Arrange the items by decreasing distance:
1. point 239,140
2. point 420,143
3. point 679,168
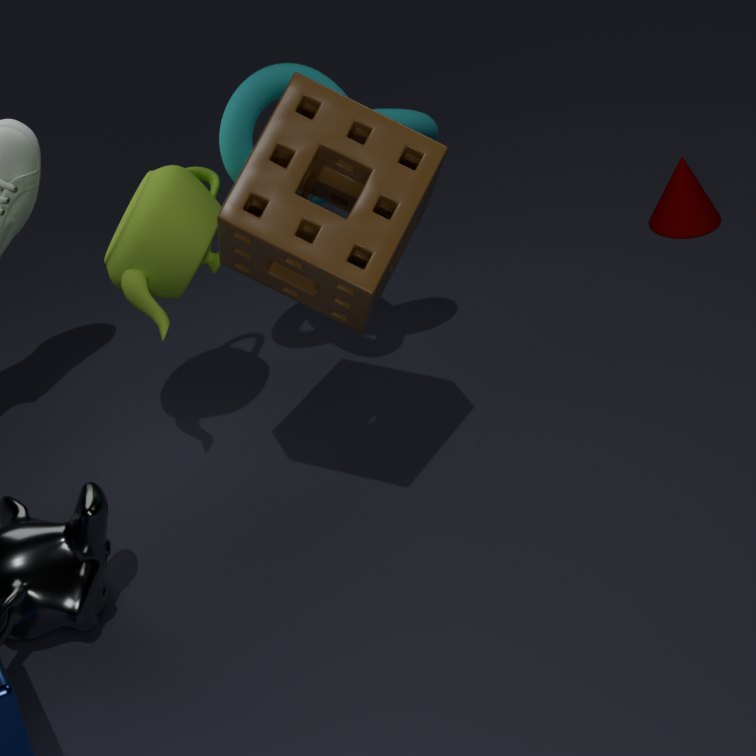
point 679,168 < point 239,140 < point 420,143
